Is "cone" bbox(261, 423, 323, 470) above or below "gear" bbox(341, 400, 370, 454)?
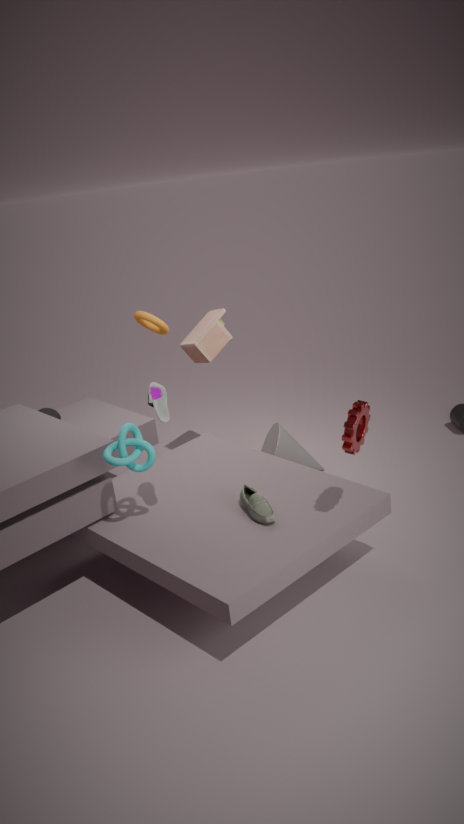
below
